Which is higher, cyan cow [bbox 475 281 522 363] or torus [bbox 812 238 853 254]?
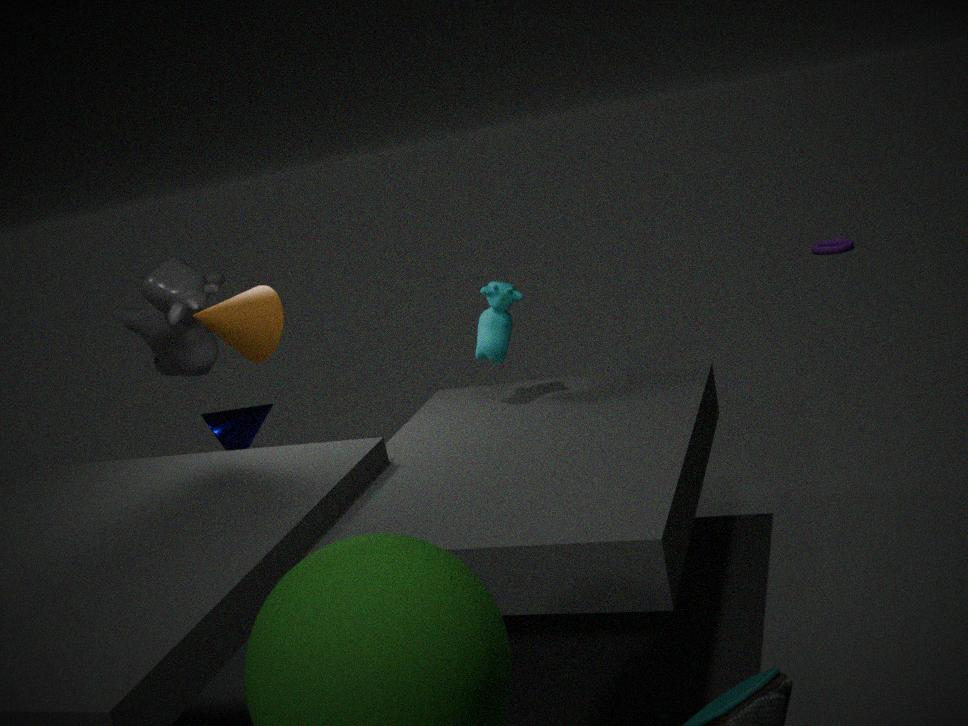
cyan cow [bbox 475 281 522 363]
